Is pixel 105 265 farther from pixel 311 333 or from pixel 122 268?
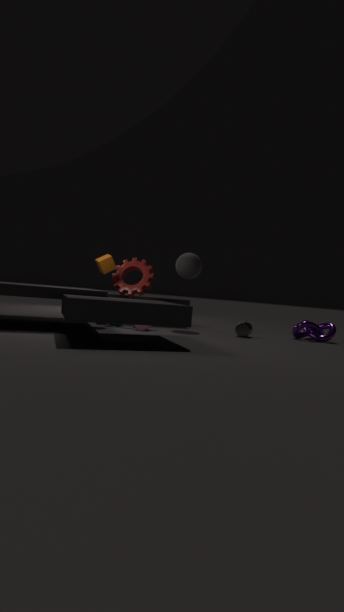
pixel 311 333
